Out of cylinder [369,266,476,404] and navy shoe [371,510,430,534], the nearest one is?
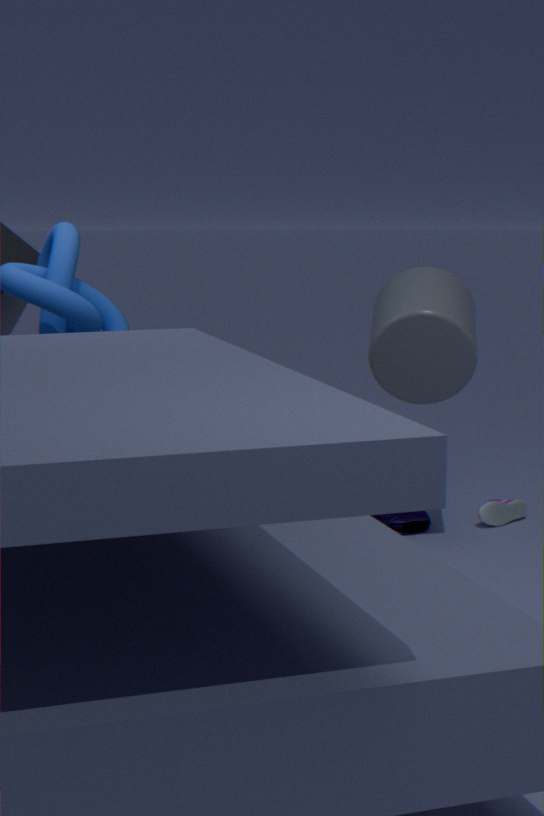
cylinder [369,266,476,404]
